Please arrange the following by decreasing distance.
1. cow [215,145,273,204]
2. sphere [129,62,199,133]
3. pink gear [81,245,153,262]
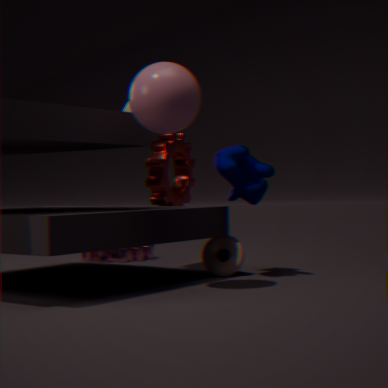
pink gear [81,245,153,262] < cow [215,145,273,204] < sphere [129,62,199,133]
